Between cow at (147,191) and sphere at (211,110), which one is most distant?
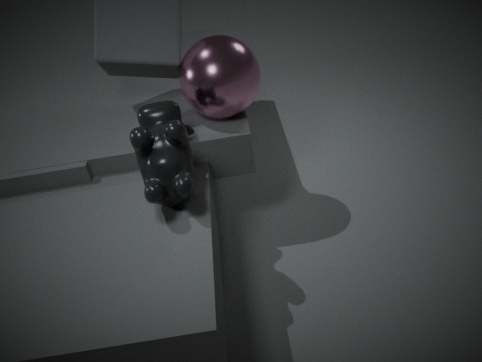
sphere at (211,110)
